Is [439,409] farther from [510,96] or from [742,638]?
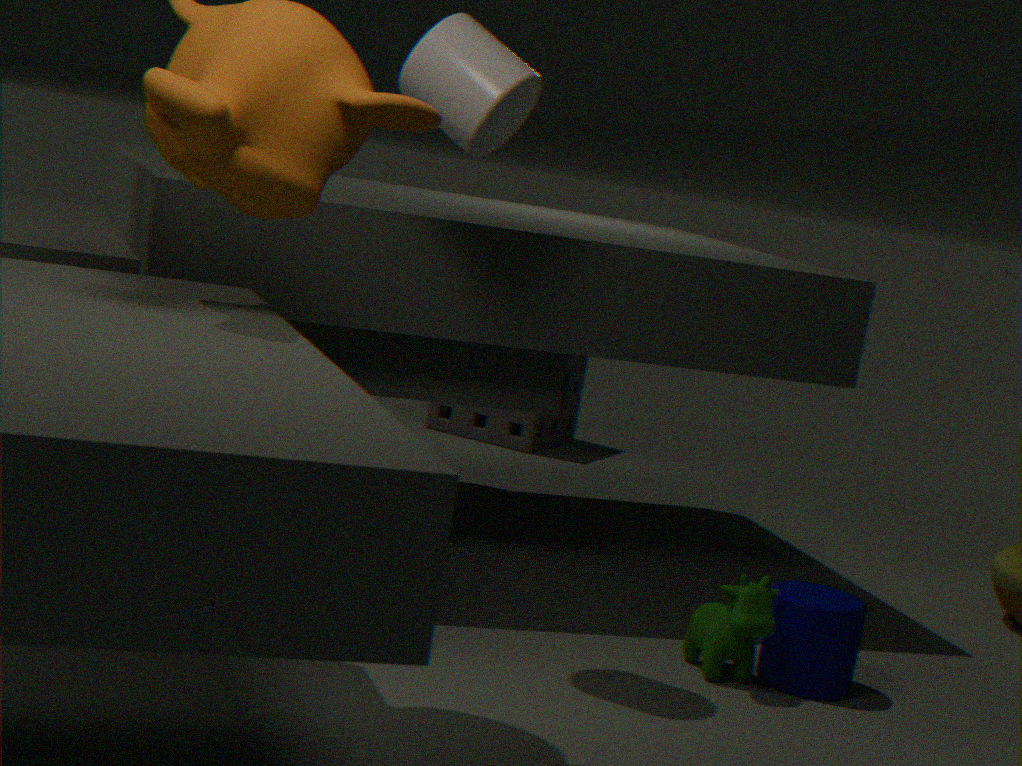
[510,96]
